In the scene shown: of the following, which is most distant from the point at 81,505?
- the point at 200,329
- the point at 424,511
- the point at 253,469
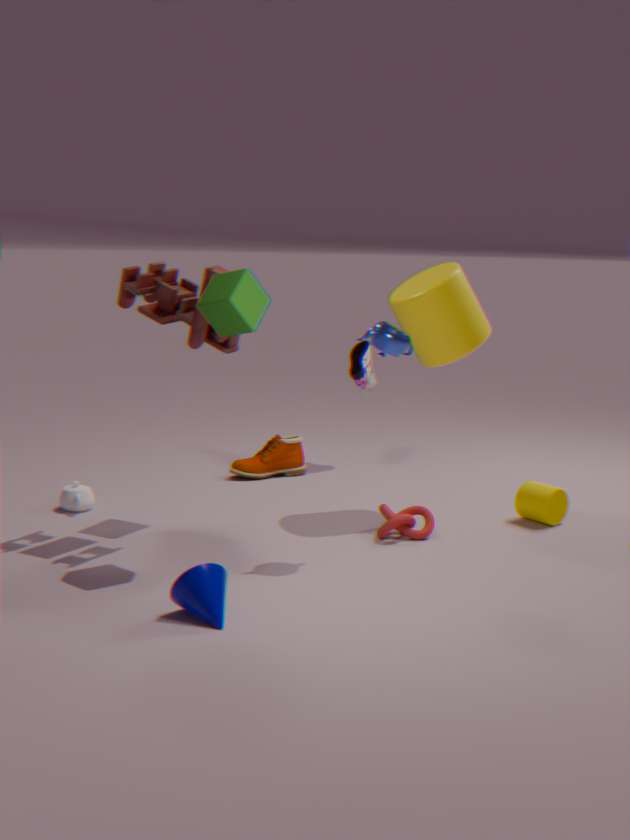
the point at 424,511
